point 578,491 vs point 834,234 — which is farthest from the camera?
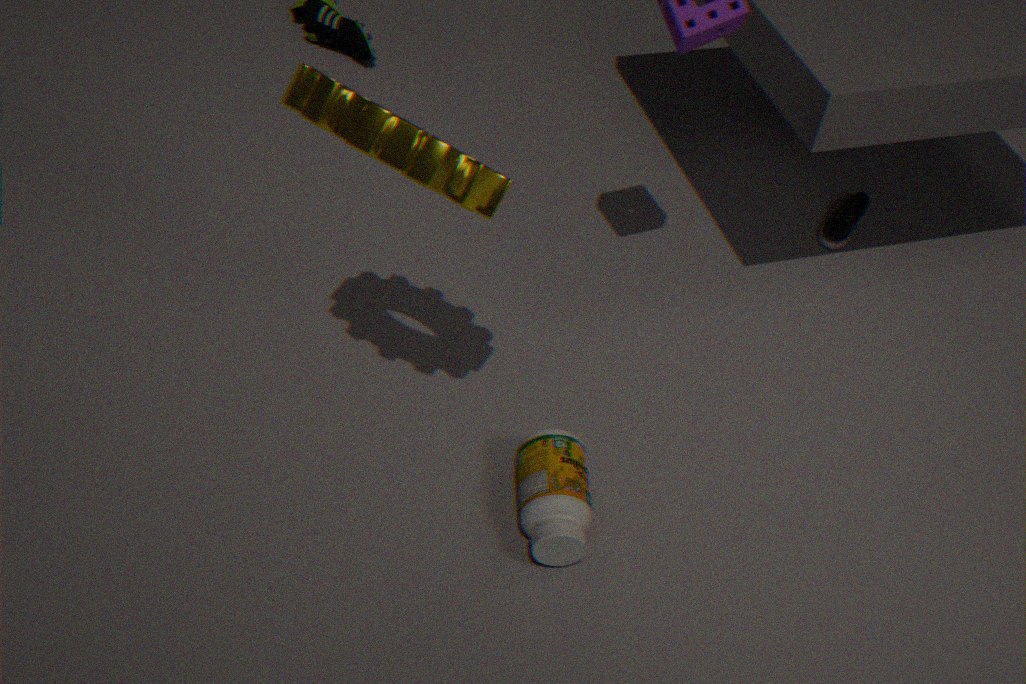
point 834,234
